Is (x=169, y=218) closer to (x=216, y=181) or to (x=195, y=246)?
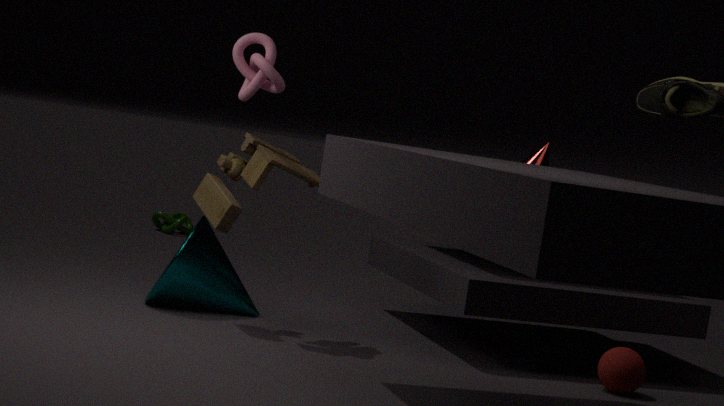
(x=195, y=246)
